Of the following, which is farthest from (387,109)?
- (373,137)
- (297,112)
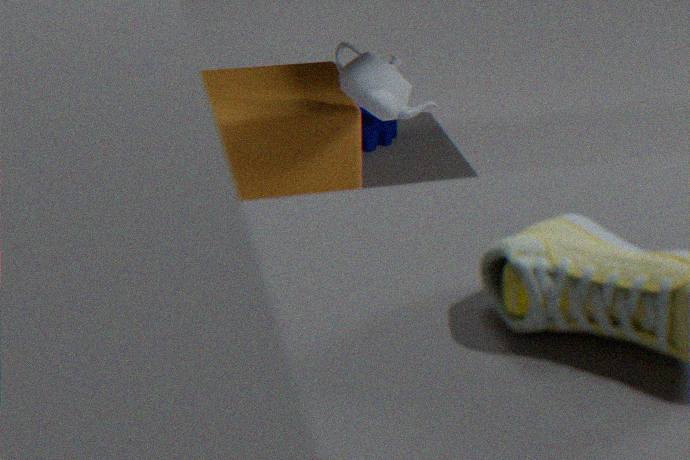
(373,137)
